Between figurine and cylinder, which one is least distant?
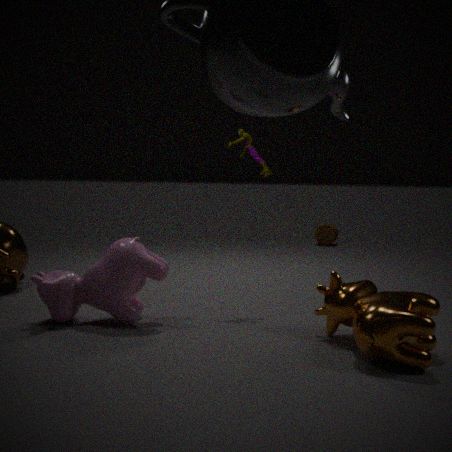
figurine
